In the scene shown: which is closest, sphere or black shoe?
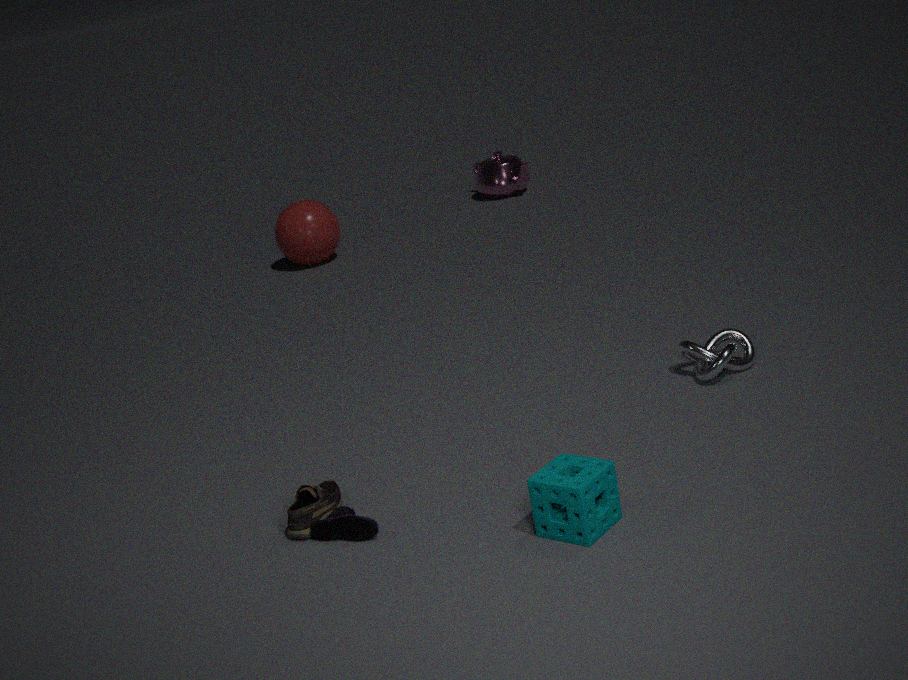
black shoe
